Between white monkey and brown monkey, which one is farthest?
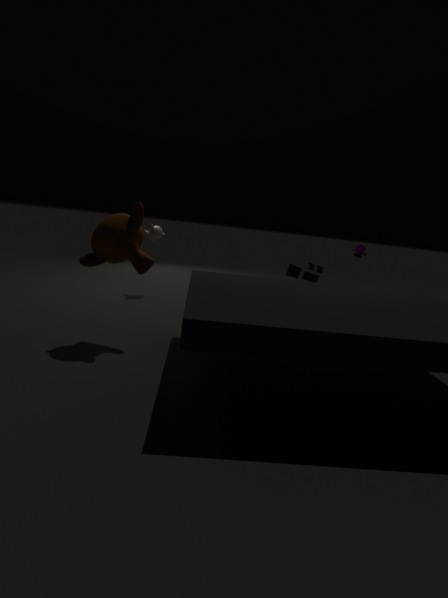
white monkey
